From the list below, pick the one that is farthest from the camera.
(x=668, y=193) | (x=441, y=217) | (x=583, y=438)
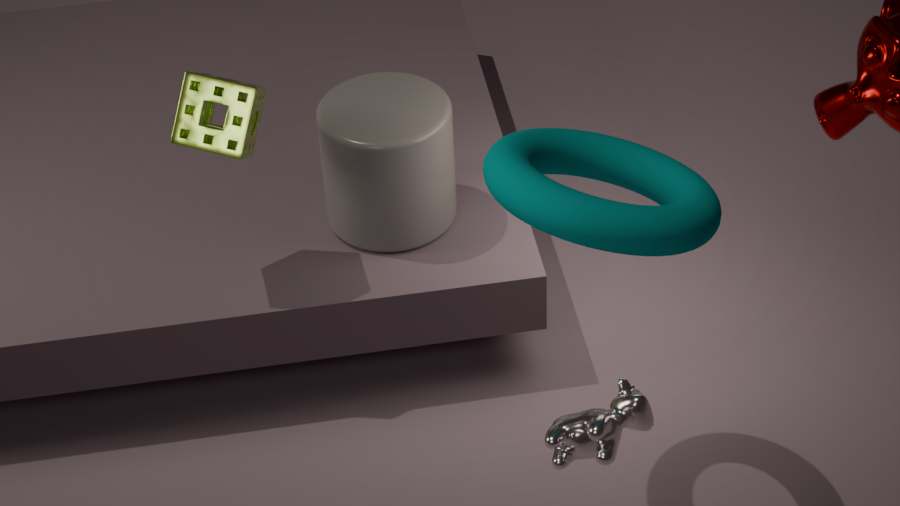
(x=441, y=217)
